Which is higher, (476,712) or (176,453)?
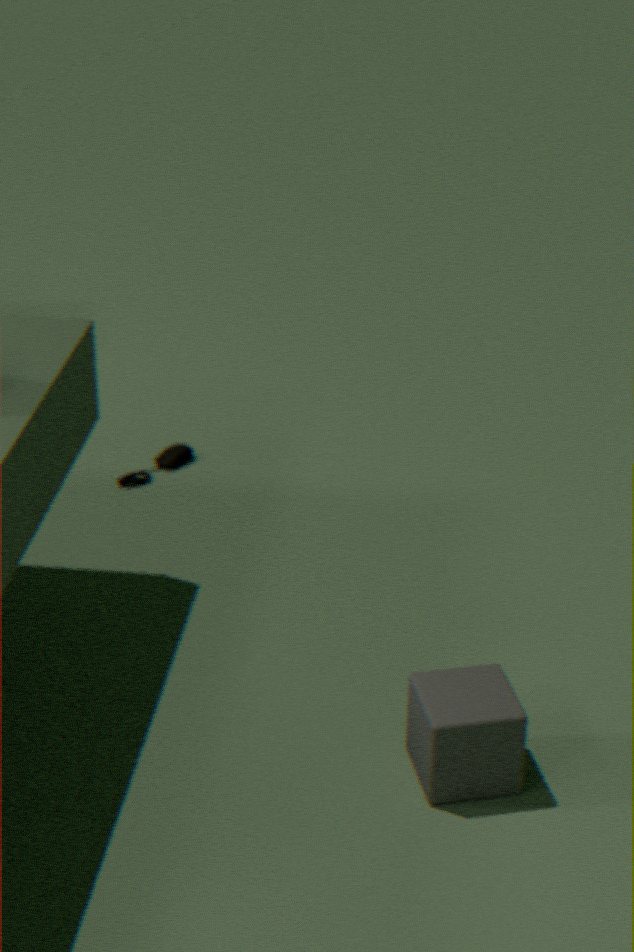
Result: (476,712)
